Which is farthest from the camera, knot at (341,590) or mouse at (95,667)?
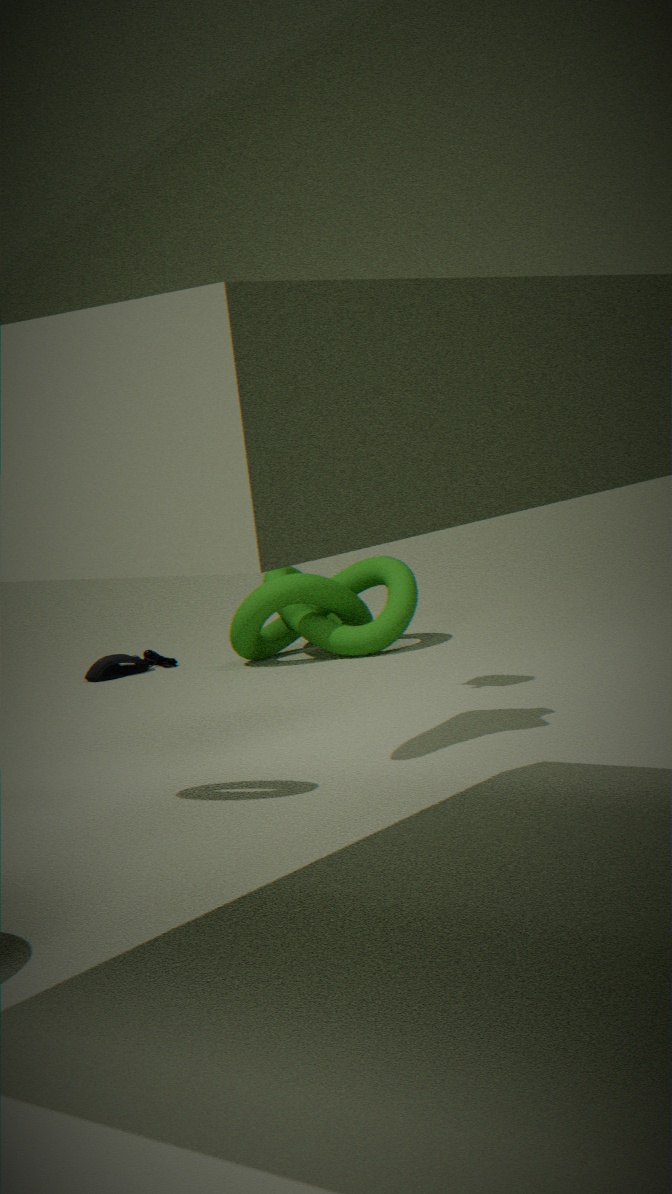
mouse at (95,667)
